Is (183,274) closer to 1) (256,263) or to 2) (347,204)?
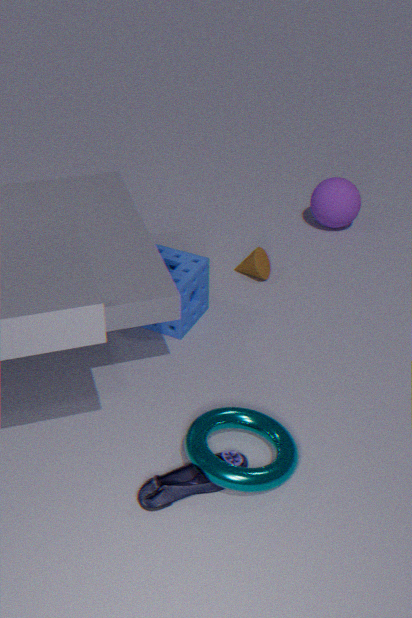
1) (256,263)
